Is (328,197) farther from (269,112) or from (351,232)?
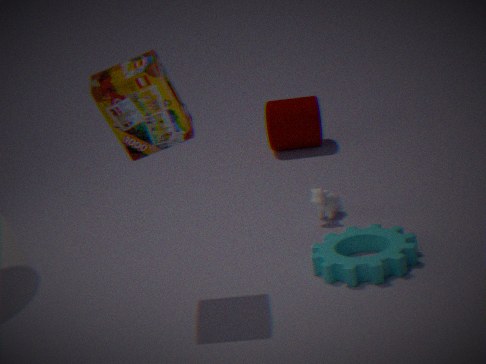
(269,112)
